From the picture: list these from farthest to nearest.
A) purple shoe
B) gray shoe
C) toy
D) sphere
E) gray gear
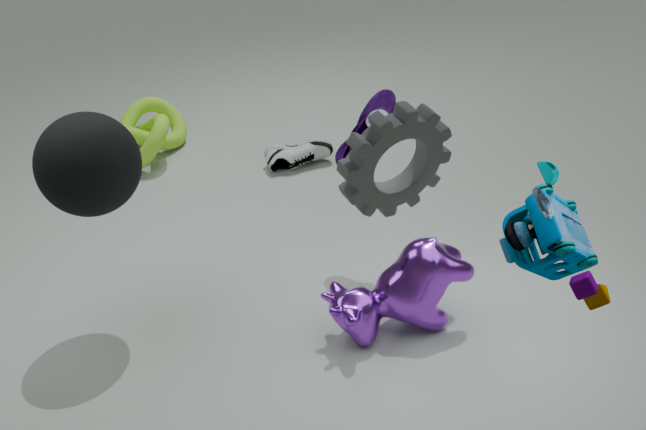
gray shoe → purple shoe → sphere → toy → gray gear
